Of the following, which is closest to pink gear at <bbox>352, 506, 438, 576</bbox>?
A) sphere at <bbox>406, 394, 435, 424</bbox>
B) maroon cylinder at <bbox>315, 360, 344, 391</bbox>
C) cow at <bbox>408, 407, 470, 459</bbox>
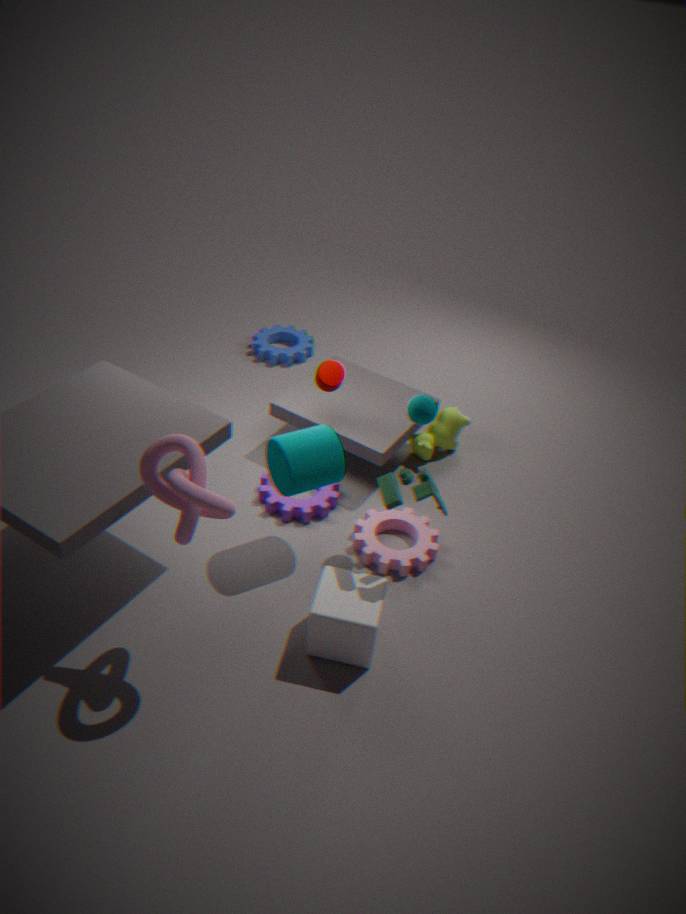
cow at <bbox>408, 407, 470, 459</bbox>
